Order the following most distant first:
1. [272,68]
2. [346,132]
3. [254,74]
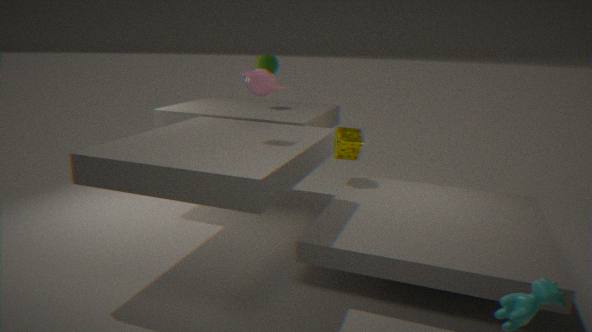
[272,68] < [346,132] < [254,74]
